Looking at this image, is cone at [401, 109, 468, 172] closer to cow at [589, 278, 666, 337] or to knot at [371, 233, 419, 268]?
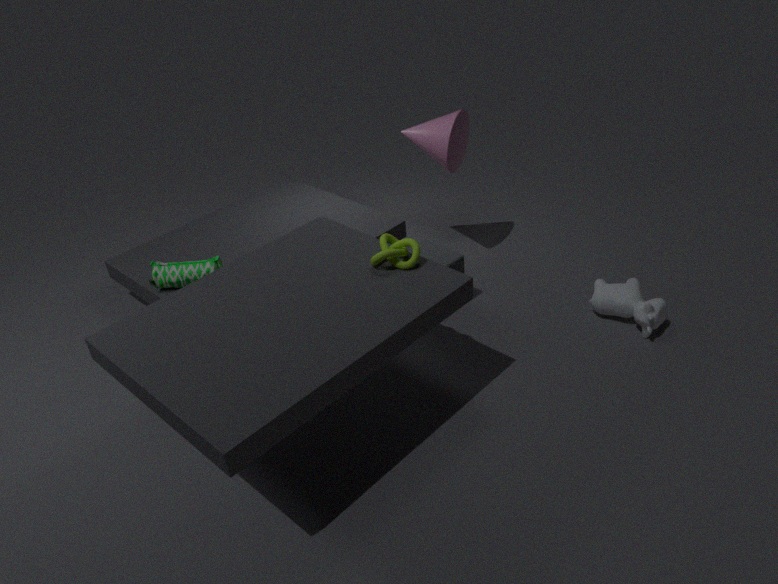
knot at [371, 233, 419, 268]
